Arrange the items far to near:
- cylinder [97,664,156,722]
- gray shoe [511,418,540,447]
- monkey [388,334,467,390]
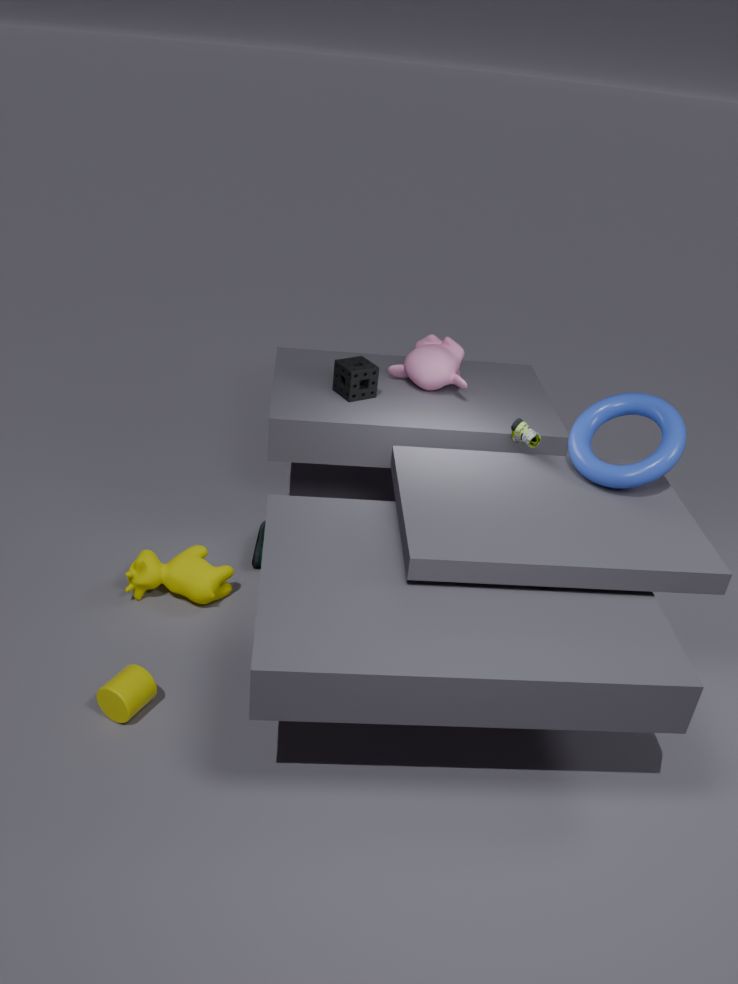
monkey [388,334,467,390] → gray shoe [511,418,540,447] → cylinder [97,664,156,722]
